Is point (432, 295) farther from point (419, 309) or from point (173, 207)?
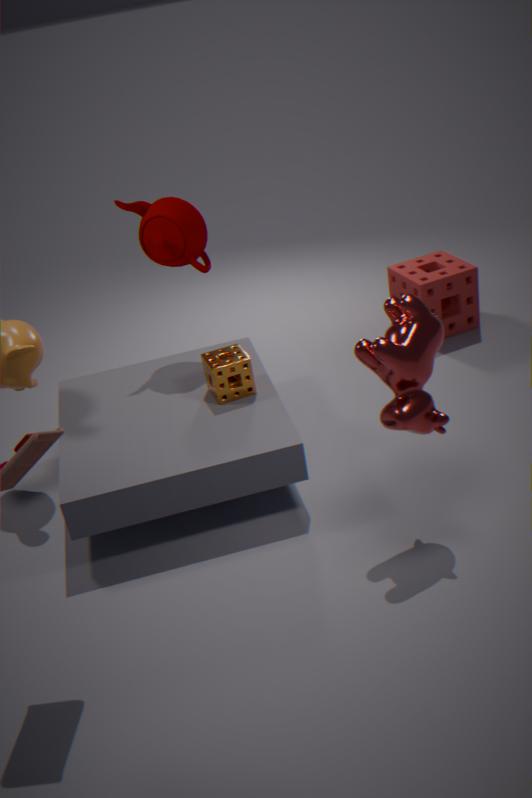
point (419, 309)
